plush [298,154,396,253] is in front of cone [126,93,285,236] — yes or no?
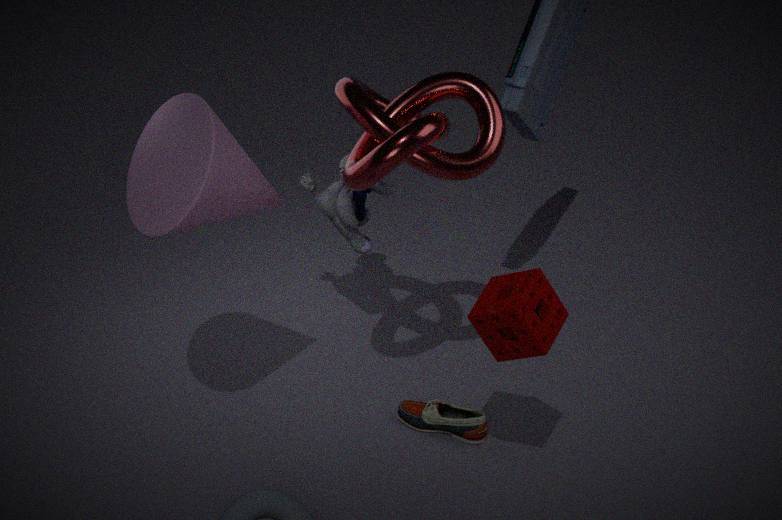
No
